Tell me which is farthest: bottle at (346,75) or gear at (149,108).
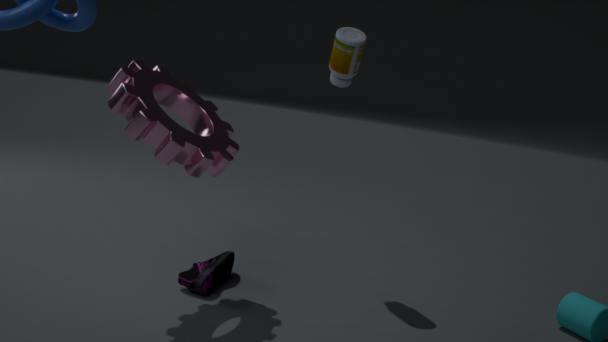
bottle at (346,75)
